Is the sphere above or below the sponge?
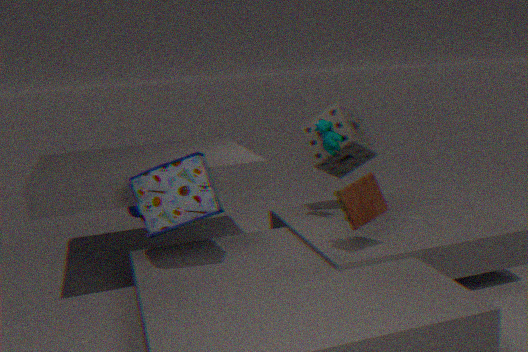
below
